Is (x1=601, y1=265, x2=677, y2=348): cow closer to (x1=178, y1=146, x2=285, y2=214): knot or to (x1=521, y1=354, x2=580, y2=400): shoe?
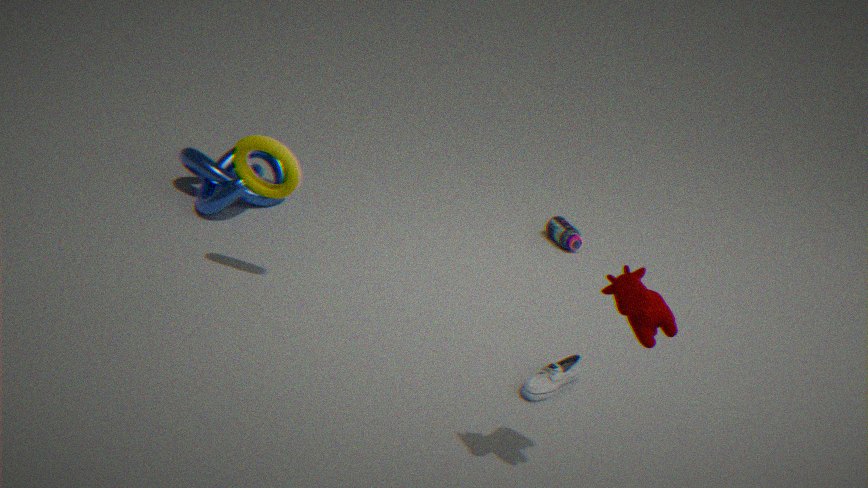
(x1=521, y1=354, x2=580, y2=400): shoe
